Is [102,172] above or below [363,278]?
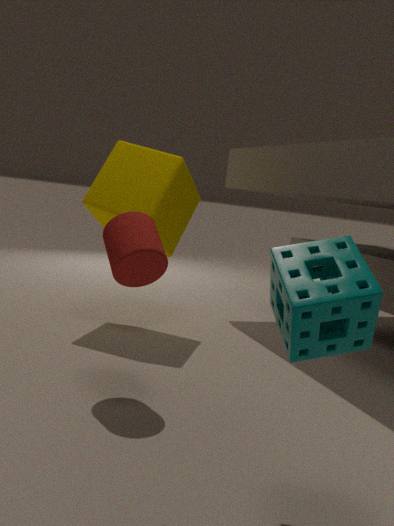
above
